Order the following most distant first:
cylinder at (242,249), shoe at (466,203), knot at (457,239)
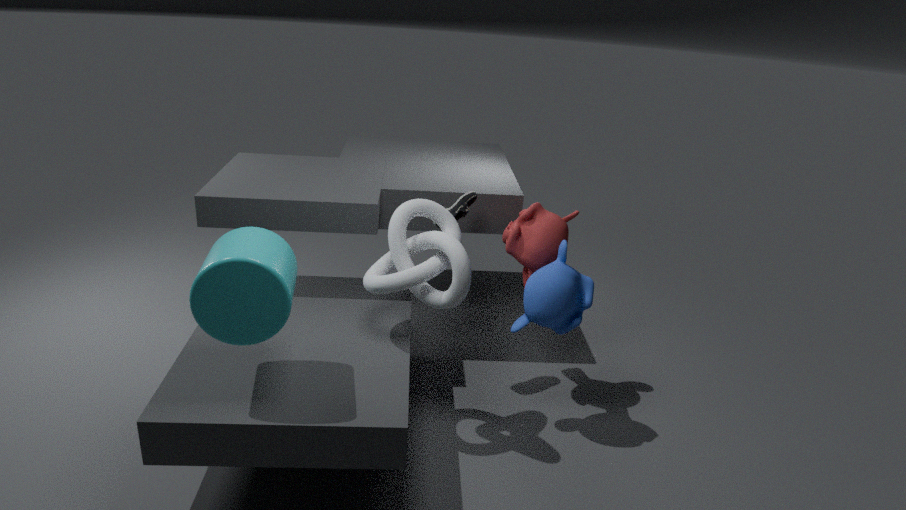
shoe at (466,203) → knot at (457,239) → cylinder at (242,249)
